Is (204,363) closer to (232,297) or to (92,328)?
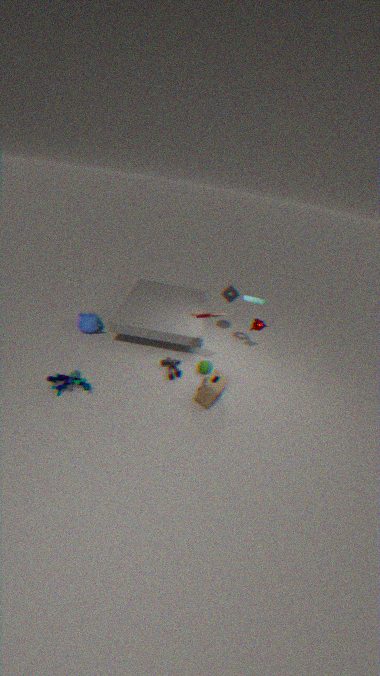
(232,297)
